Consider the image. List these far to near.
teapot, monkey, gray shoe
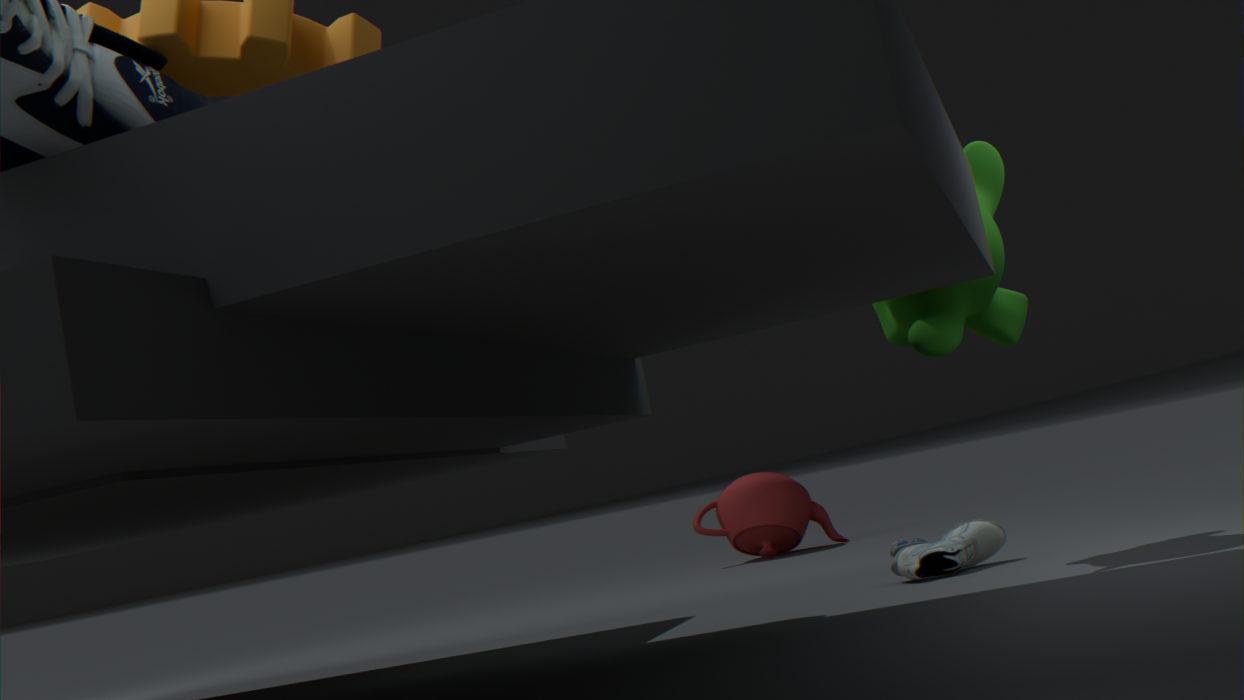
teapot < gray shoe < monkey
